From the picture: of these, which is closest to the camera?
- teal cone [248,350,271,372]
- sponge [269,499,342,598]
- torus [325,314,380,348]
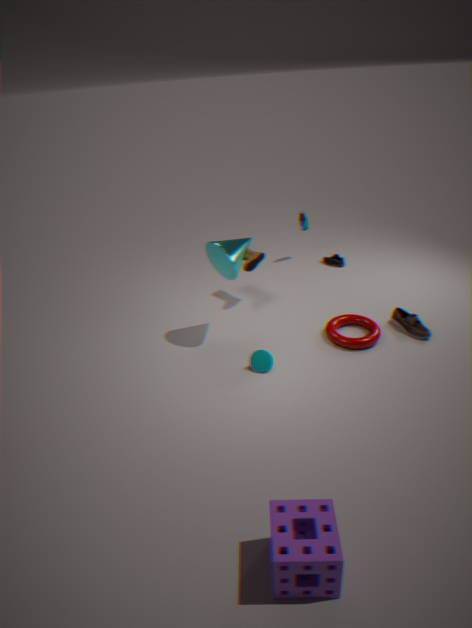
sponge [269,499,342,598]
